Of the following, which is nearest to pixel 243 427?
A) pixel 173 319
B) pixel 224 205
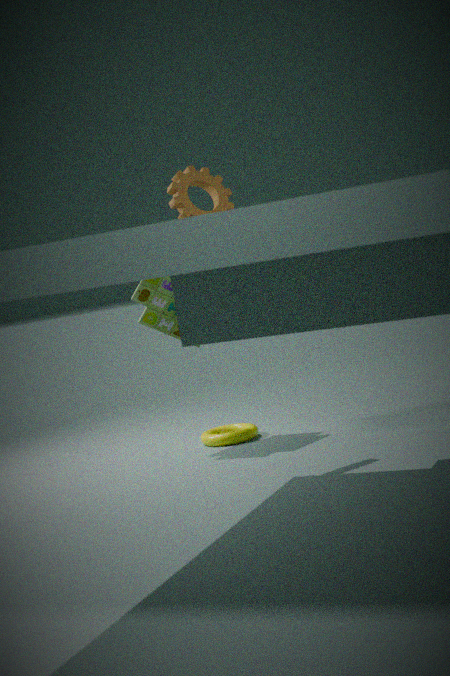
pixel 173 319
